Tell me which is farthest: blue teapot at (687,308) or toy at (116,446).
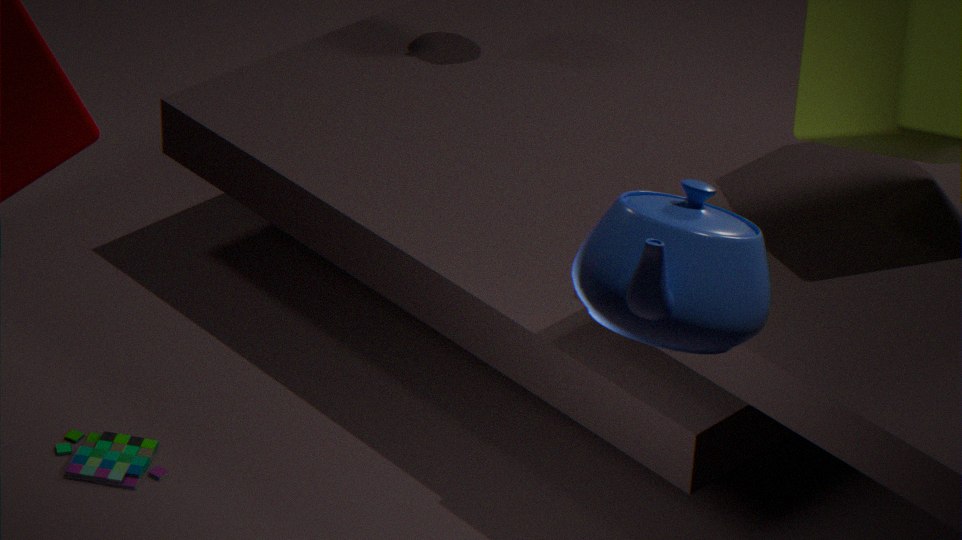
toy at (116,446)
